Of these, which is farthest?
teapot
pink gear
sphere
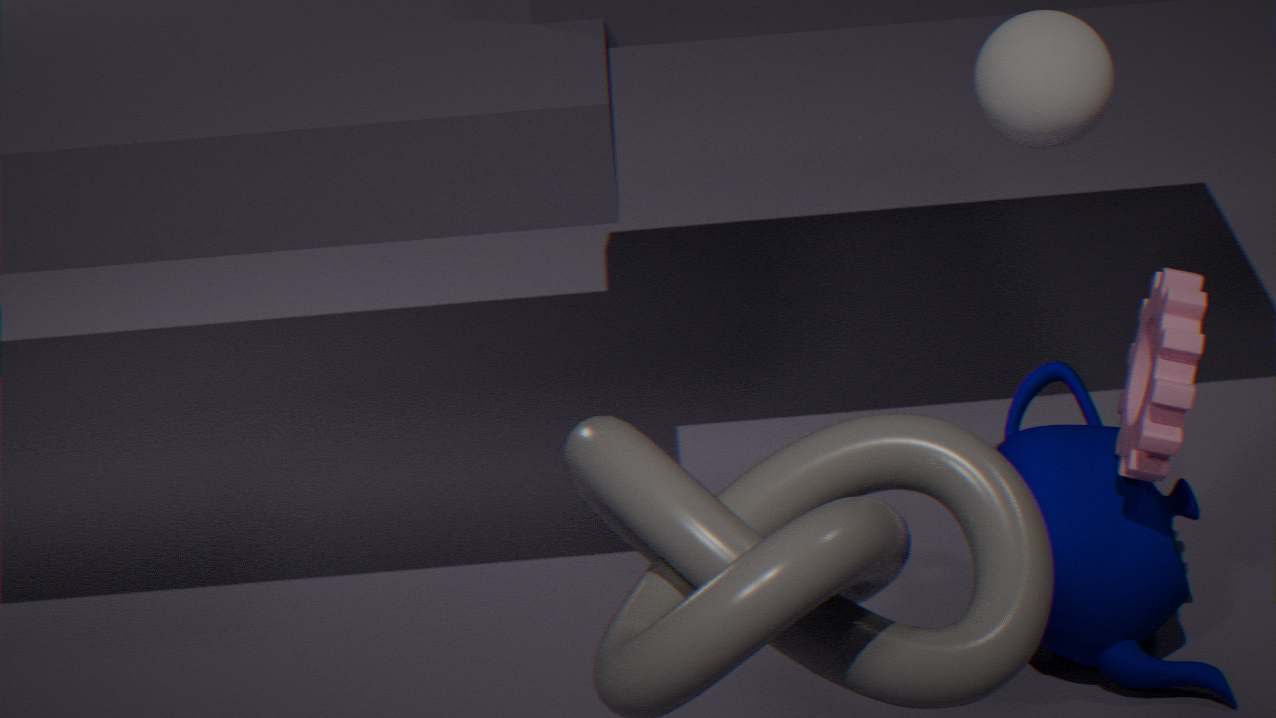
teapot
